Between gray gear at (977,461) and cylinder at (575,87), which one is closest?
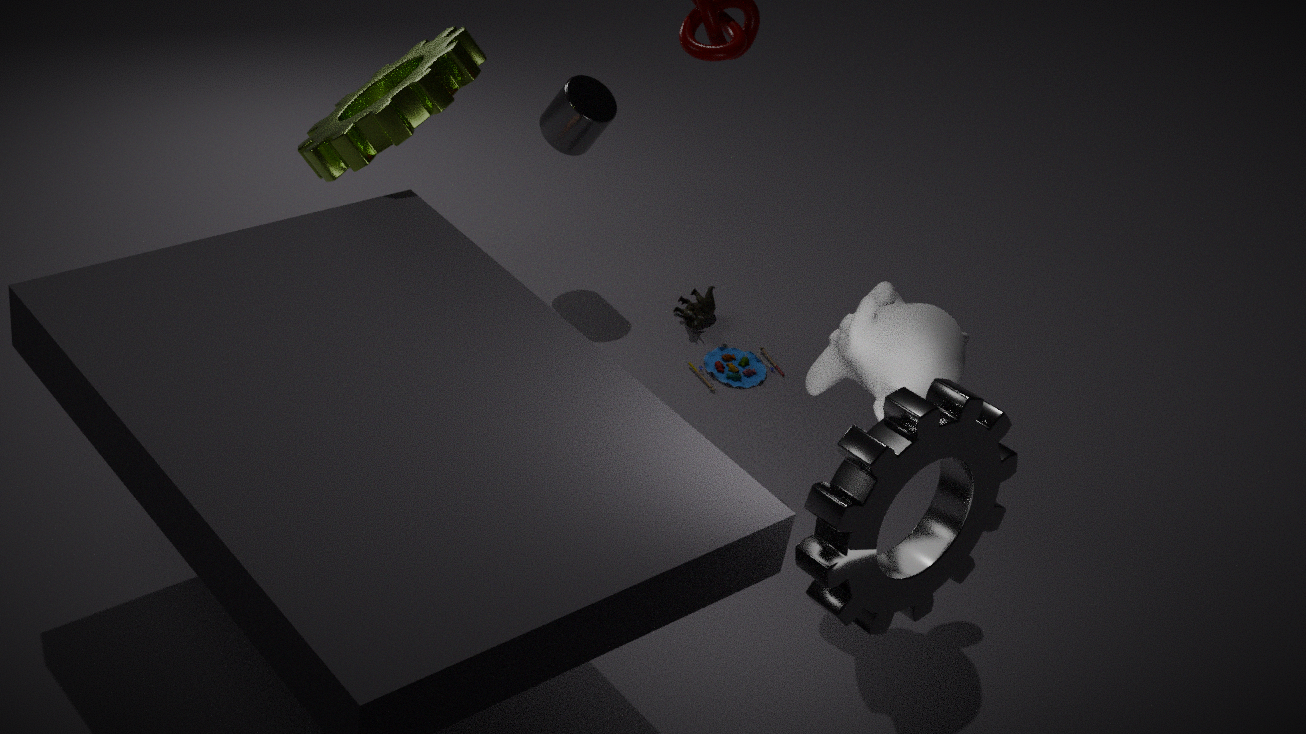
gray gear at (977,461)
